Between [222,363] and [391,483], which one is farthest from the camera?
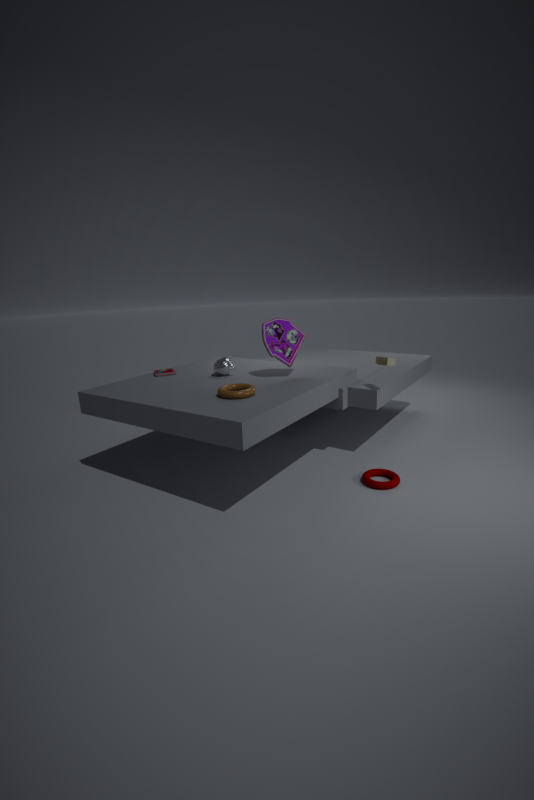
[222,363]
